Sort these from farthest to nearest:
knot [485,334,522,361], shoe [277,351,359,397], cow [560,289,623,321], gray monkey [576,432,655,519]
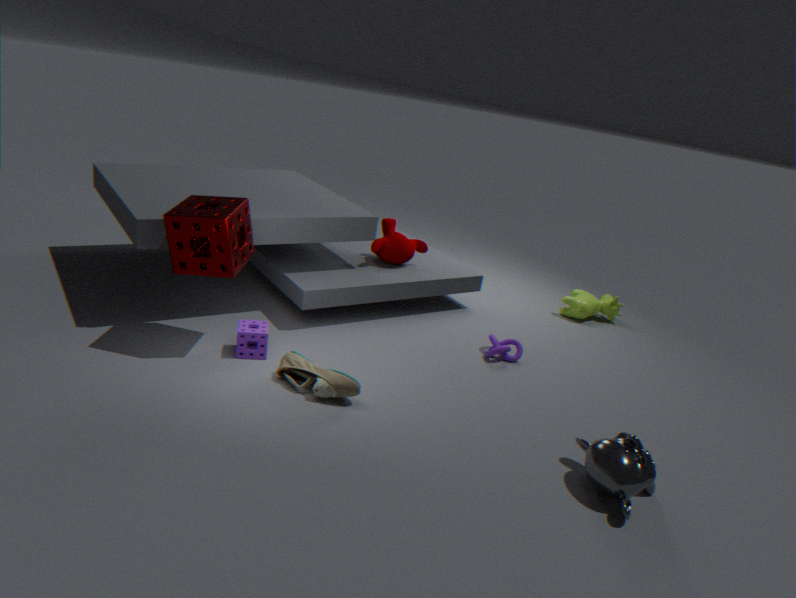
cow [560,289,623,321] < knot [485,334,522,361] < shoe [277,351,359,397] < gray monkey [576,432,655,519]
